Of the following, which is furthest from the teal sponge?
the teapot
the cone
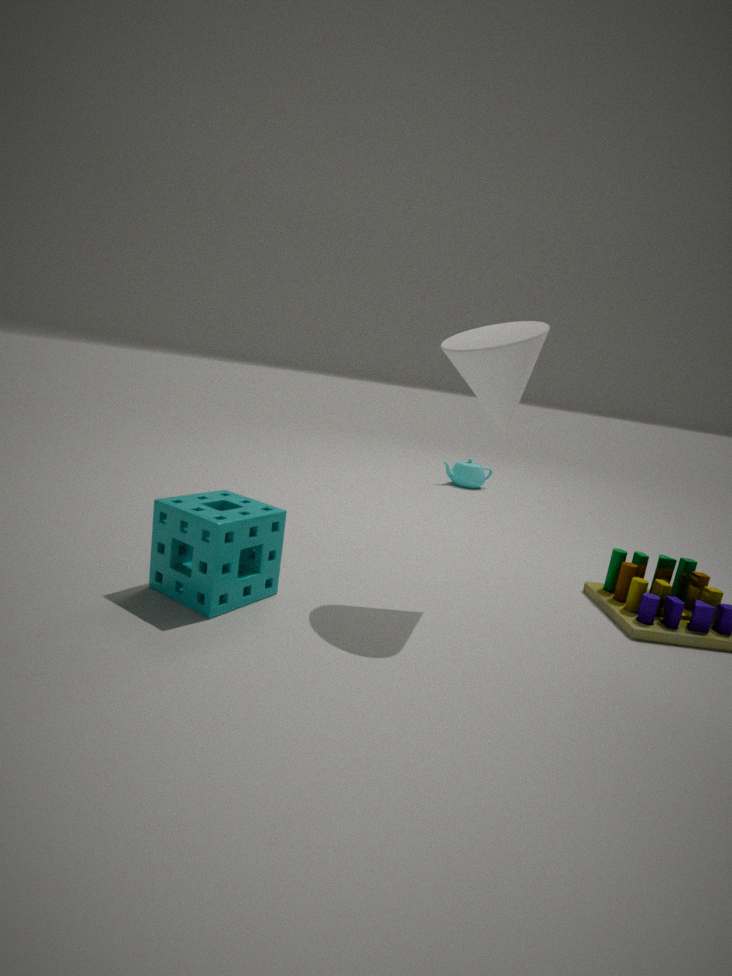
the teapot
